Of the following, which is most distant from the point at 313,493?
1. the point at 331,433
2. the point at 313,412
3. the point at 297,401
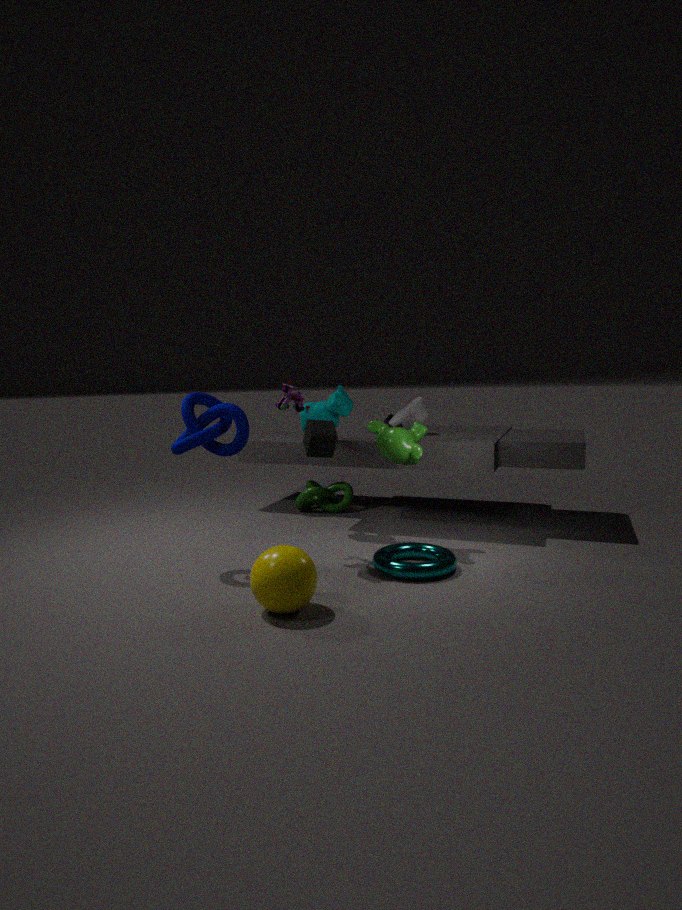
the point at 331,433
